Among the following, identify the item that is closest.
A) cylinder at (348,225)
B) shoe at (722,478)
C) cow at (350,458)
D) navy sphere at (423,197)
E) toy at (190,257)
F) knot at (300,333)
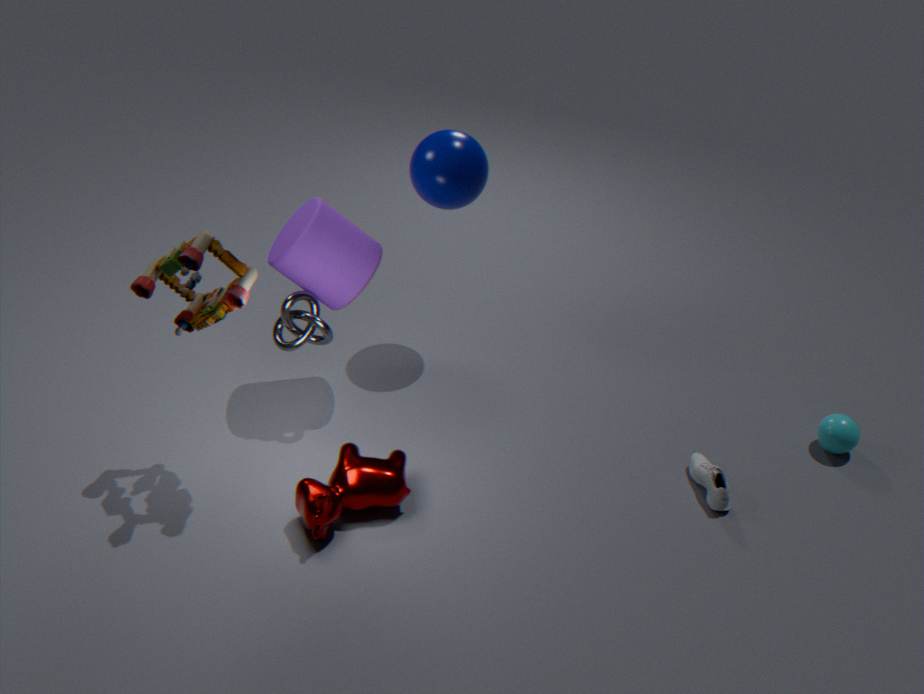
toy at (190,257)
